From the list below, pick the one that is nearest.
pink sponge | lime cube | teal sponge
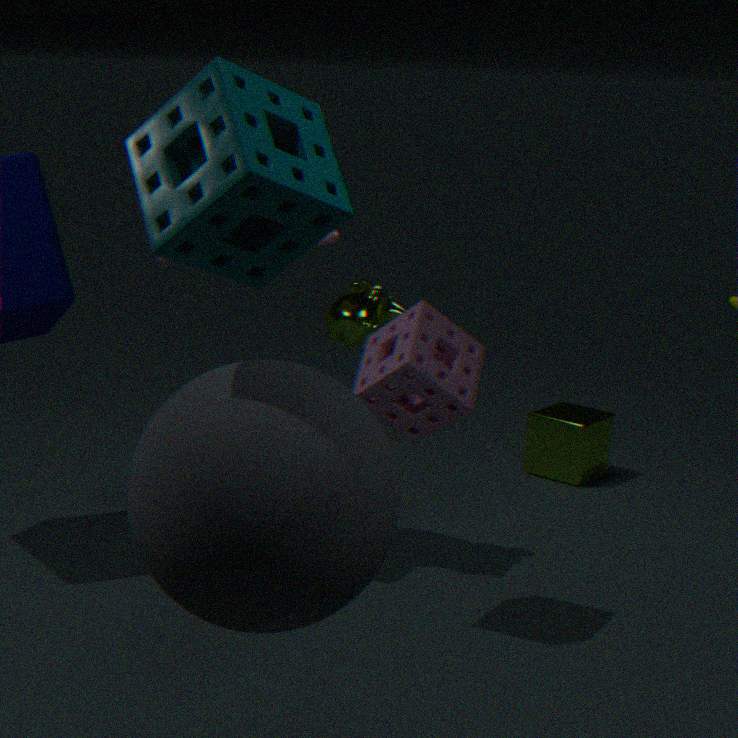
teal sponge
